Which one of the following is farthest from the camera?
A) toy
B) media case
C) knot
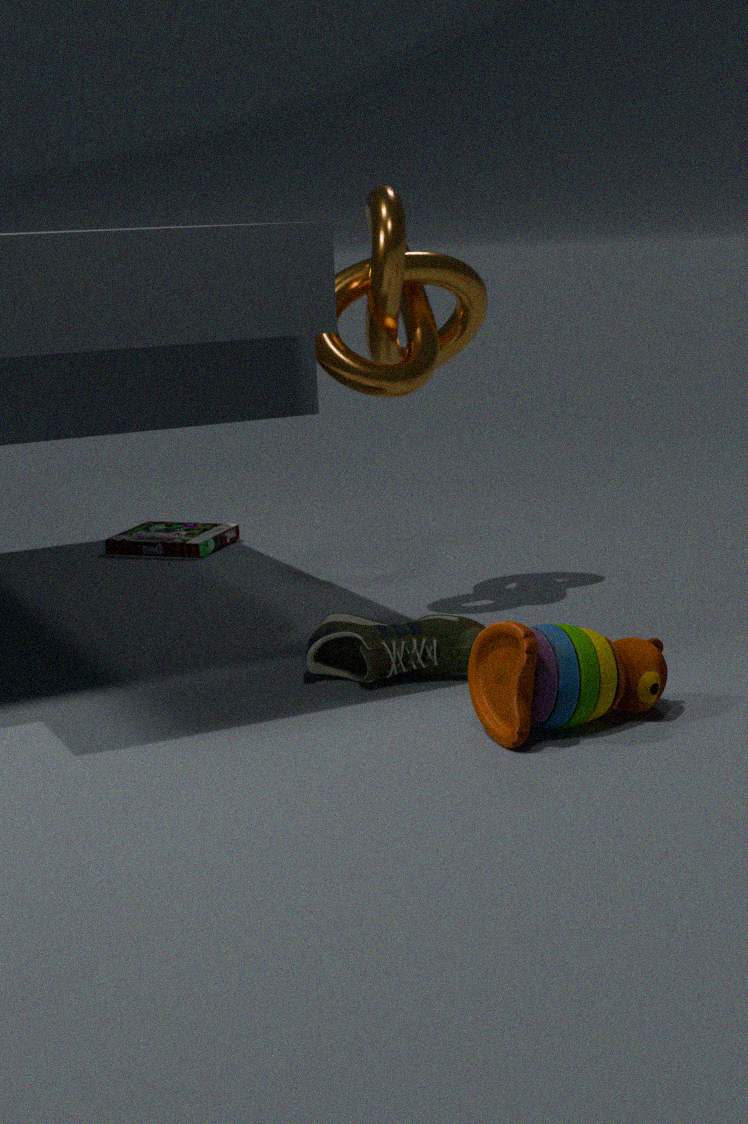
media case
